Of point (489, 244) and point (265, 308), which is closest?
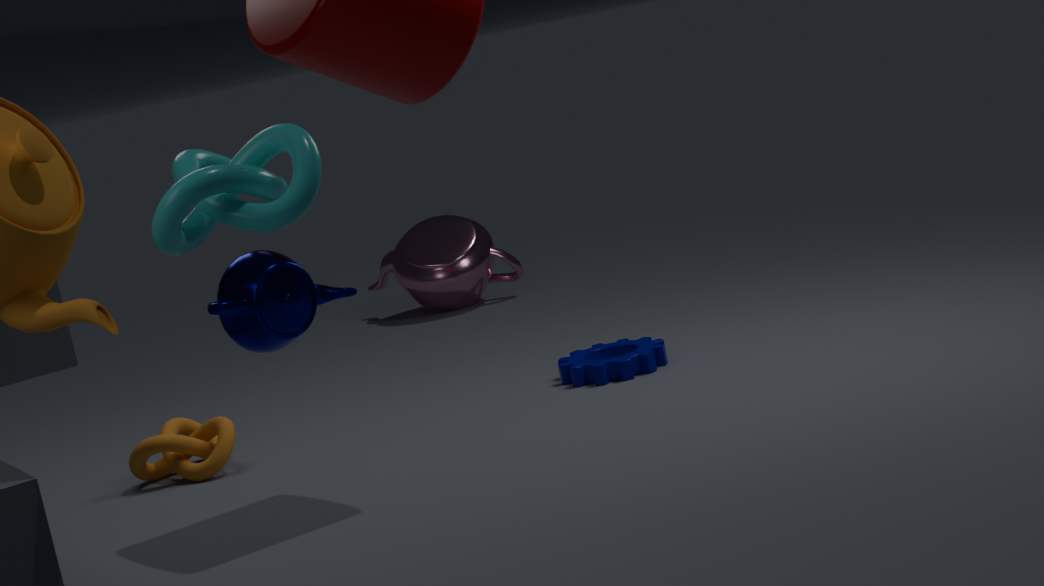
point (265, 308)
